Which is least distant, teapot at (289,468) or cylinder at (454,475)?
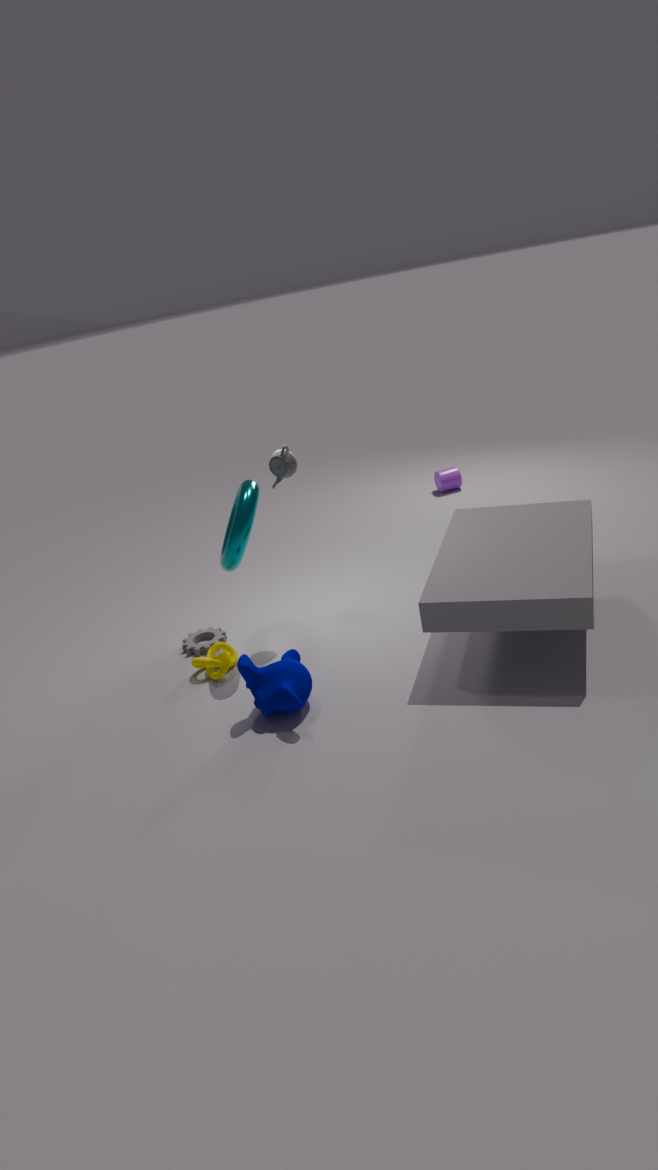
teapot at (289,468)
